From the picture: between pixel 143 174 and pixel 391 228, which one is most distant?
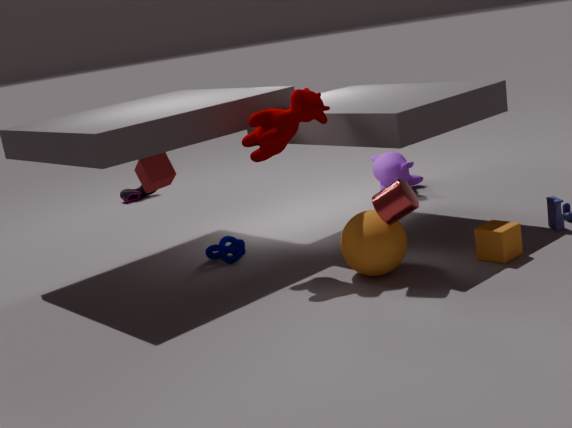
pixel 143 174
